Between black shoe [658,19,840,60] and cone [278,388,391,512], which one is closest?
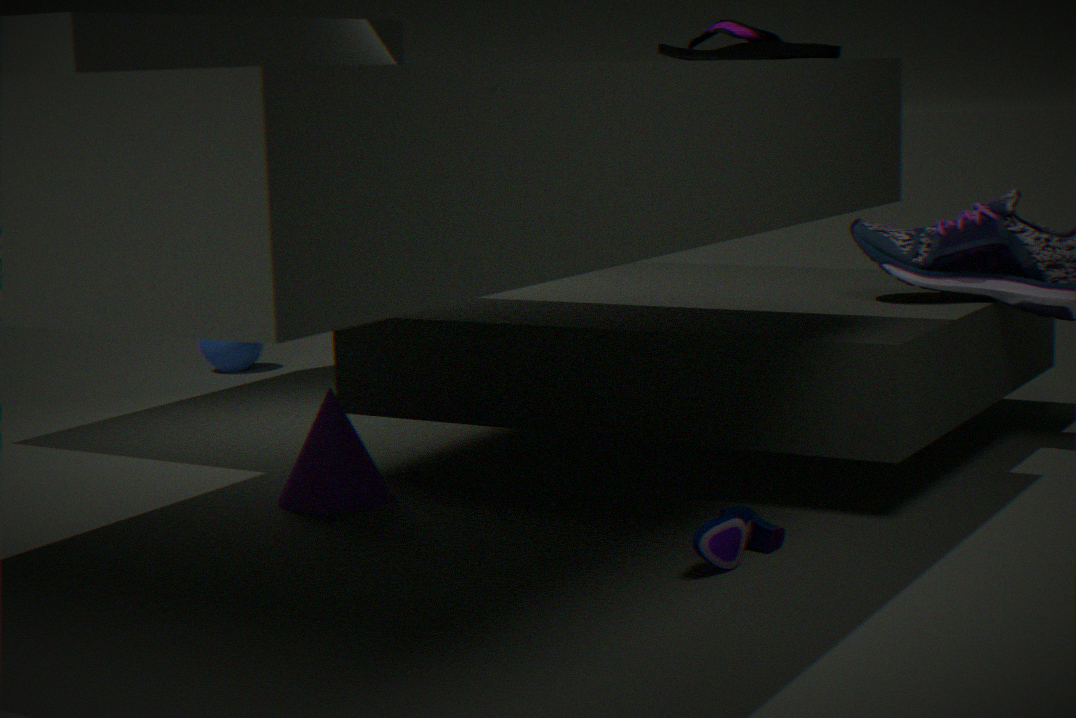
black shoe [658,19,840,60]
